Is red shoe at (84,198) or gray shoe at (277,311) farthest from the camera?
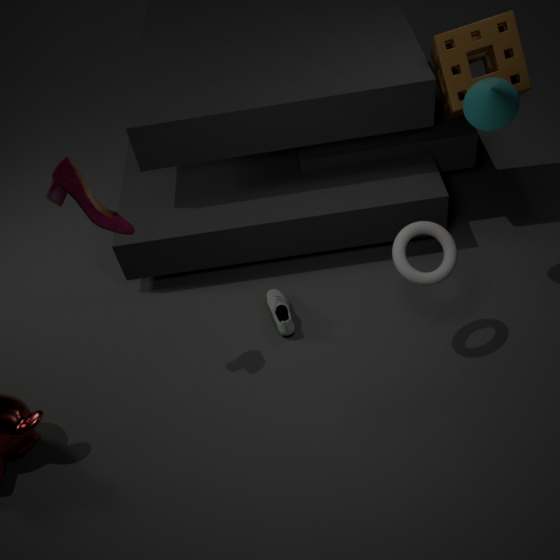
gray shoe at (277,311)
